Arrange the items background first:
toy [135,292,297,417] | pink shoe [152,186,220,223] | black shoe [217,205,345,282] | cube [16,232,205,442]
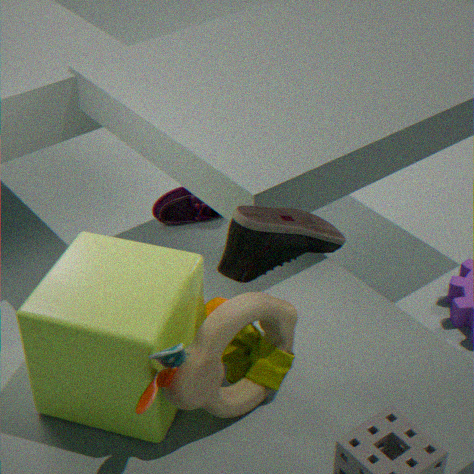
pink shoe [152,186,220,223]
black shoe [217,205,345,282]
toy [135,292,297,417]
cube [16,232,205,442]
